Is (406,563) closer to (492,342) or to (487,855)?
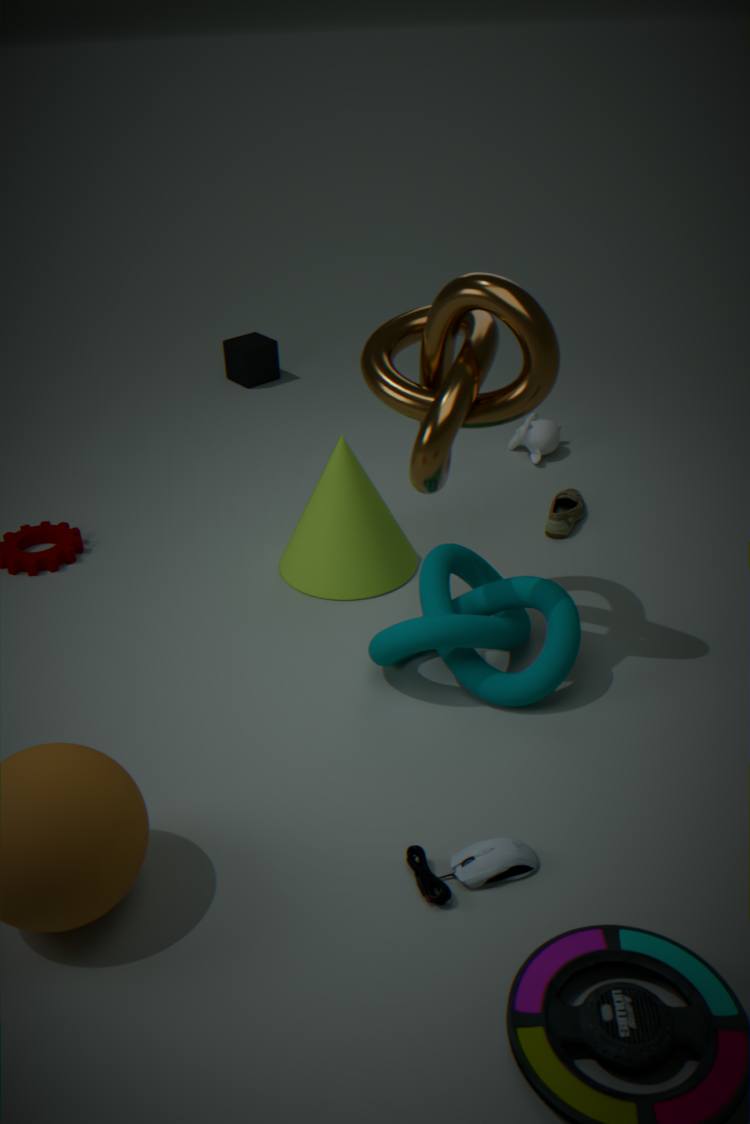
(492,342)
